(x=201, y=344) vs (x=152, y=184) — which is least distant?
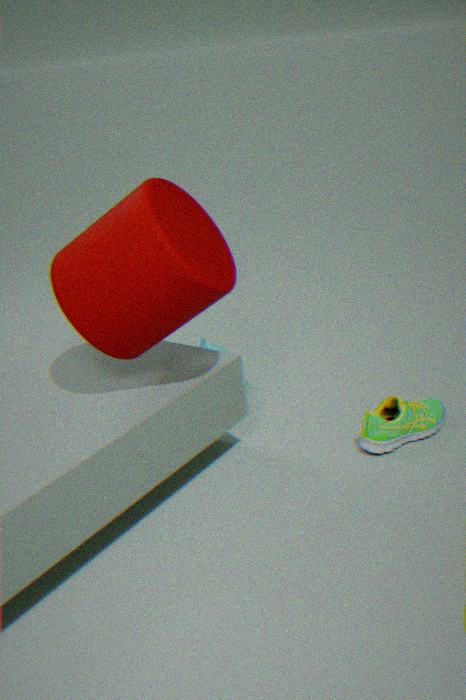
Result: (x=152, y=184)
